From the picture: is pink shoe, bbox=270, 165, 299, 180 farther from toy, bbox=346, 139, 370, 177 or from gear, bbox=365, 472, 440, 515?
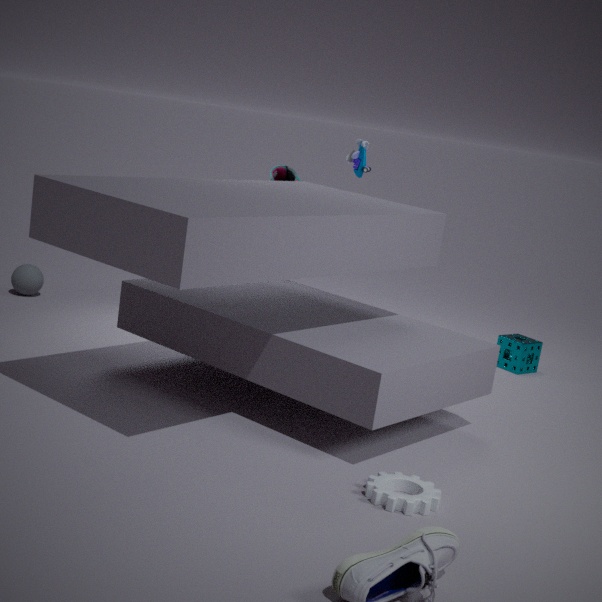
gear, bbox=365, 472, 440, 515
